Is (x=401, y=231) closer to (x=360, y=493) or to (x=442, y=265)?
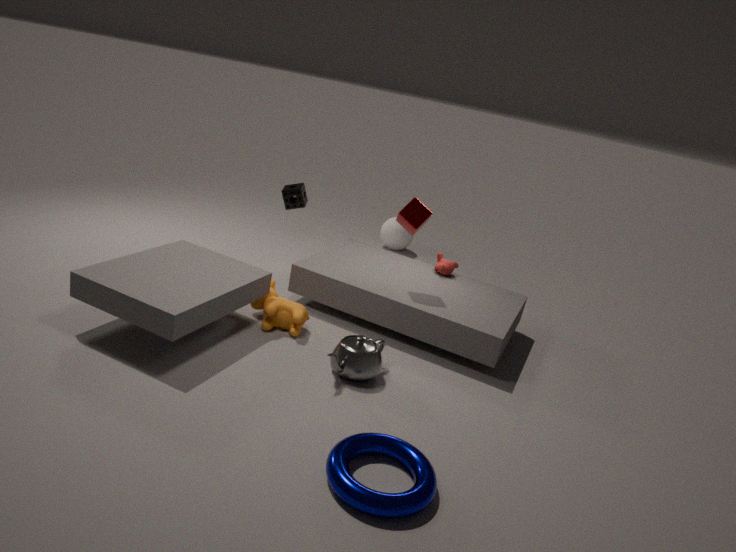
(x=442, y=265)
